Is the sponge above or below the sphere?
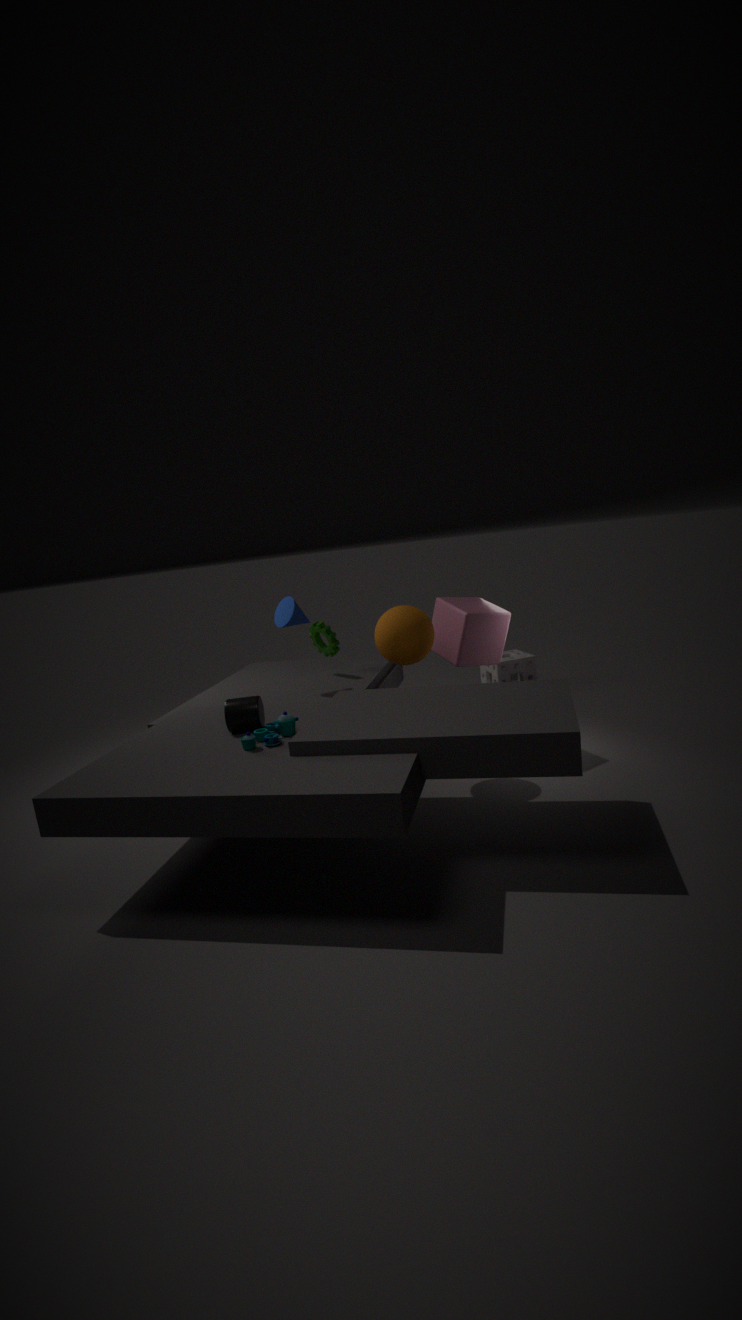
below
